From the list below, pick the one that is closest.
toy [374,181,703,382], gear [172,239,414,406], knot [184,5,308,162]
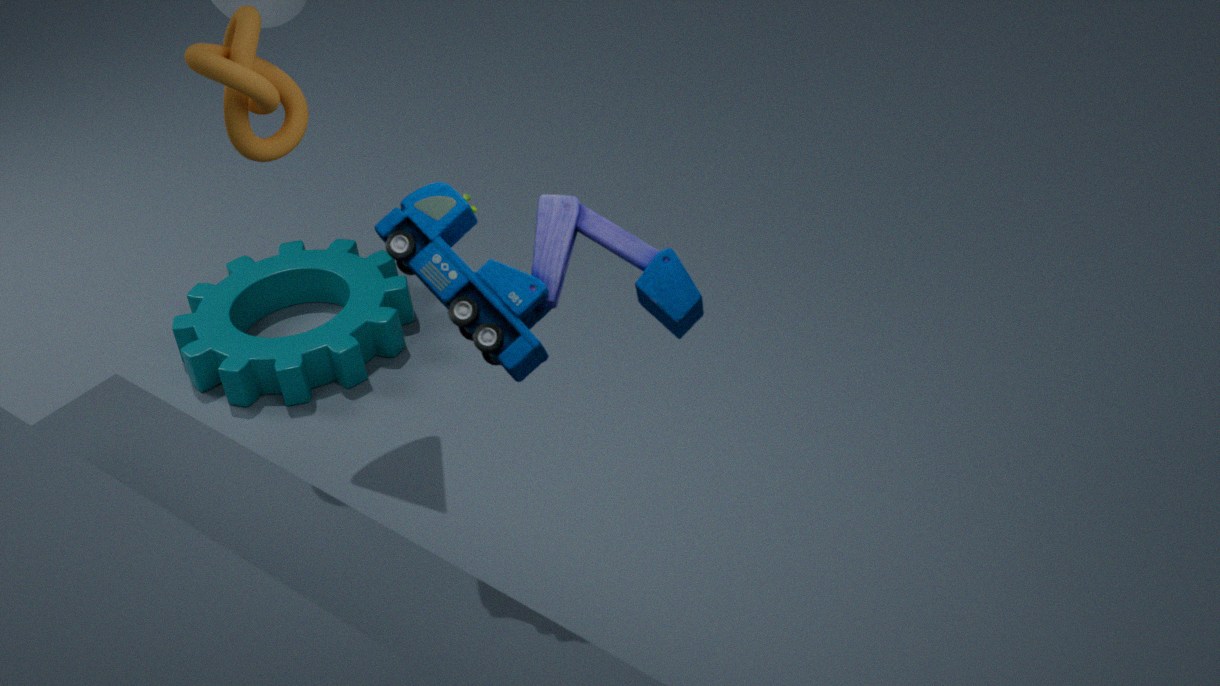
toy [374,181,703,382]
